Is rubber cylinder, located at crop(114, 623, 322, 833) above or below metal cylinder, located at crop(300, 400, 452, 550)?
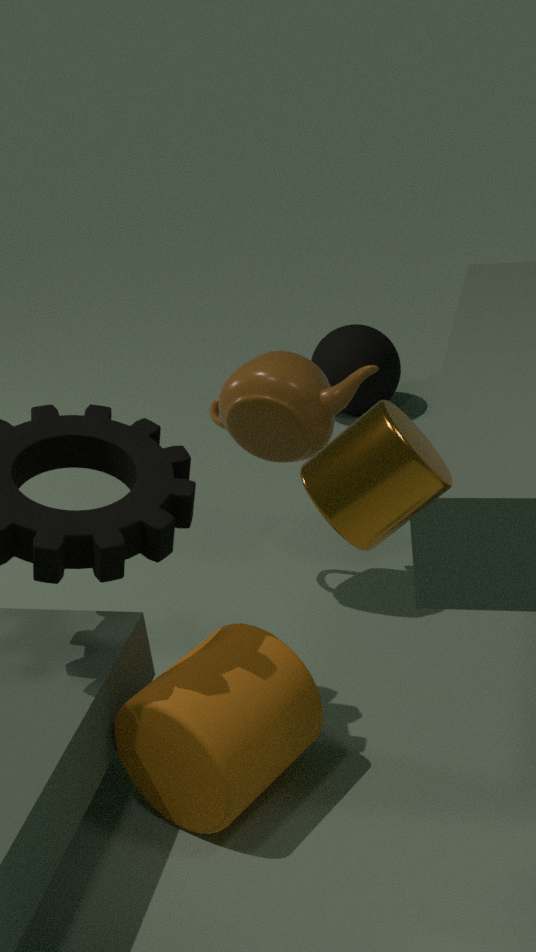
below
